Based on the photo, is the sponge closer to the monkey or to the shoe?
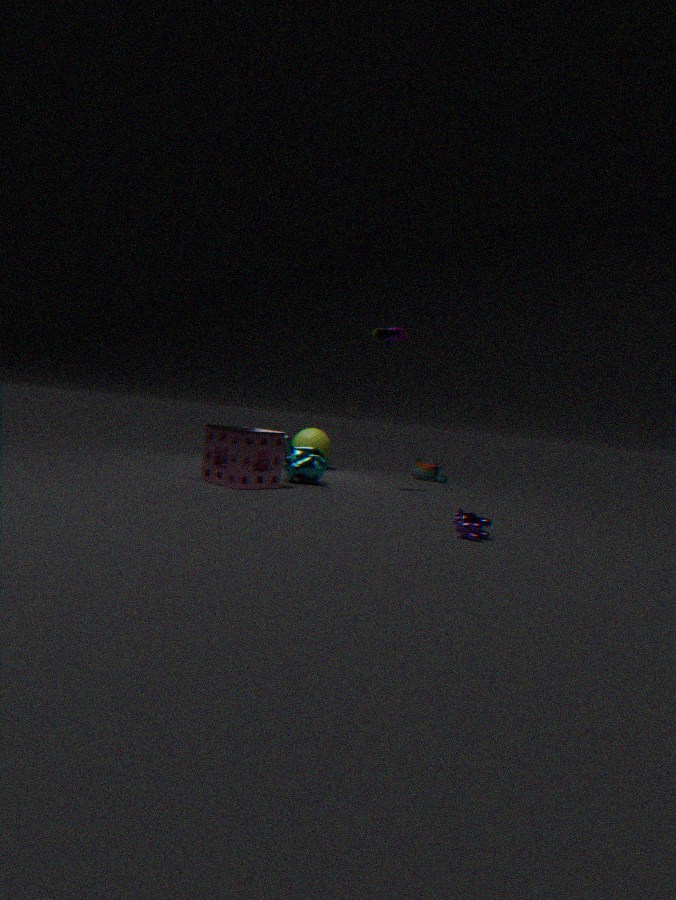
the monkey
